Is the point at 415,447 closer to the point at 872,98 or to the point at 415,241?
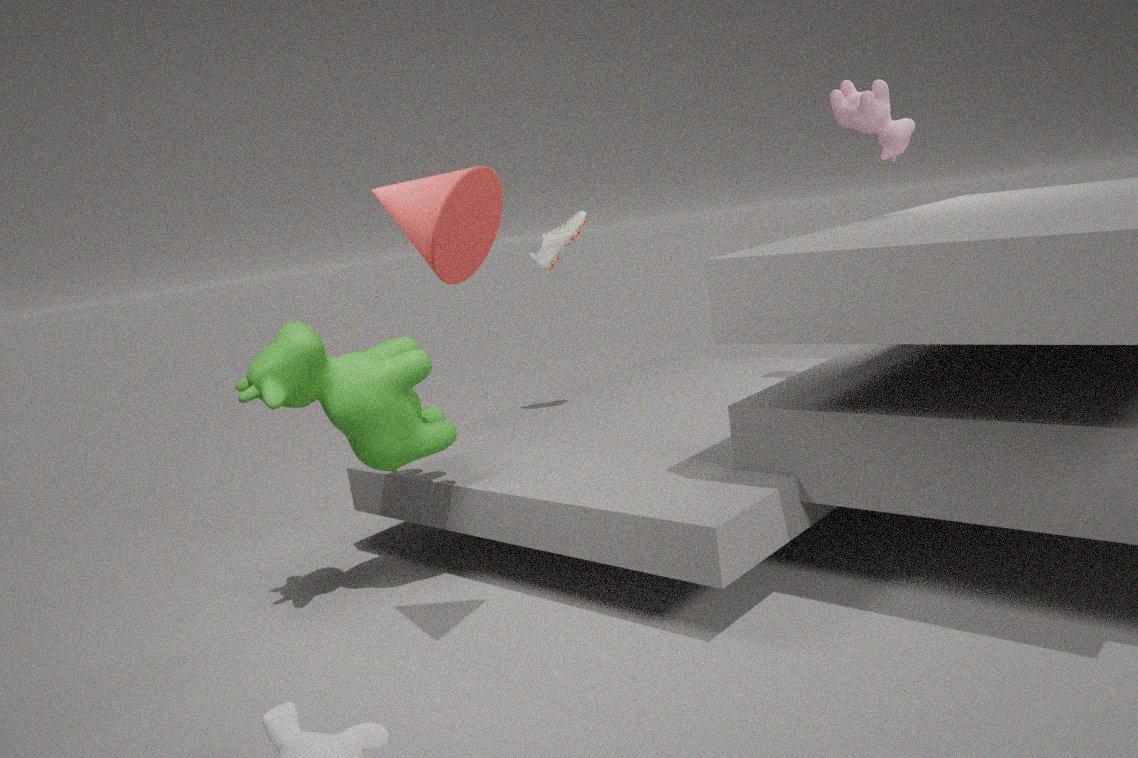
the point at 415,241
